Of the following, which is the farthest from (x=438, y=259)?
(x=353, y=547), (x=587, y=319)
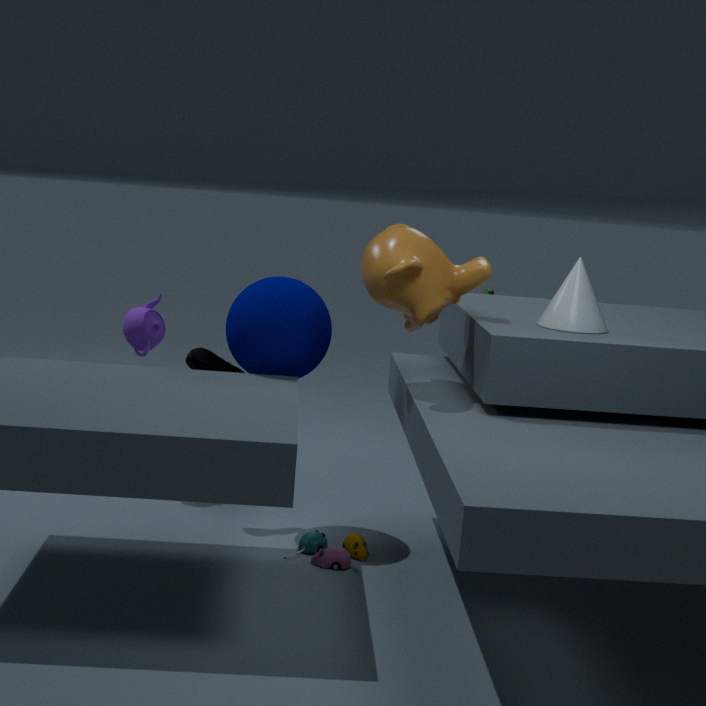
(x=353, y=547)
